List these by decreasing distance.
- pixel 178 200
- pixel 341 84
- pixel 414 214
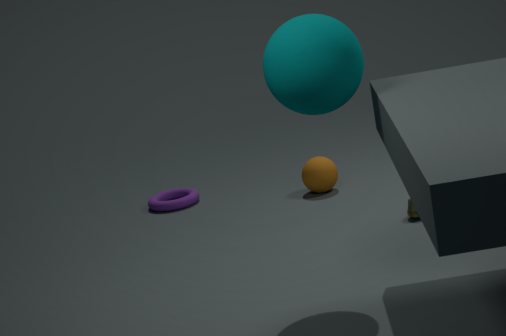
pixel 178 200
pixel 414 214
pixel 341 84
